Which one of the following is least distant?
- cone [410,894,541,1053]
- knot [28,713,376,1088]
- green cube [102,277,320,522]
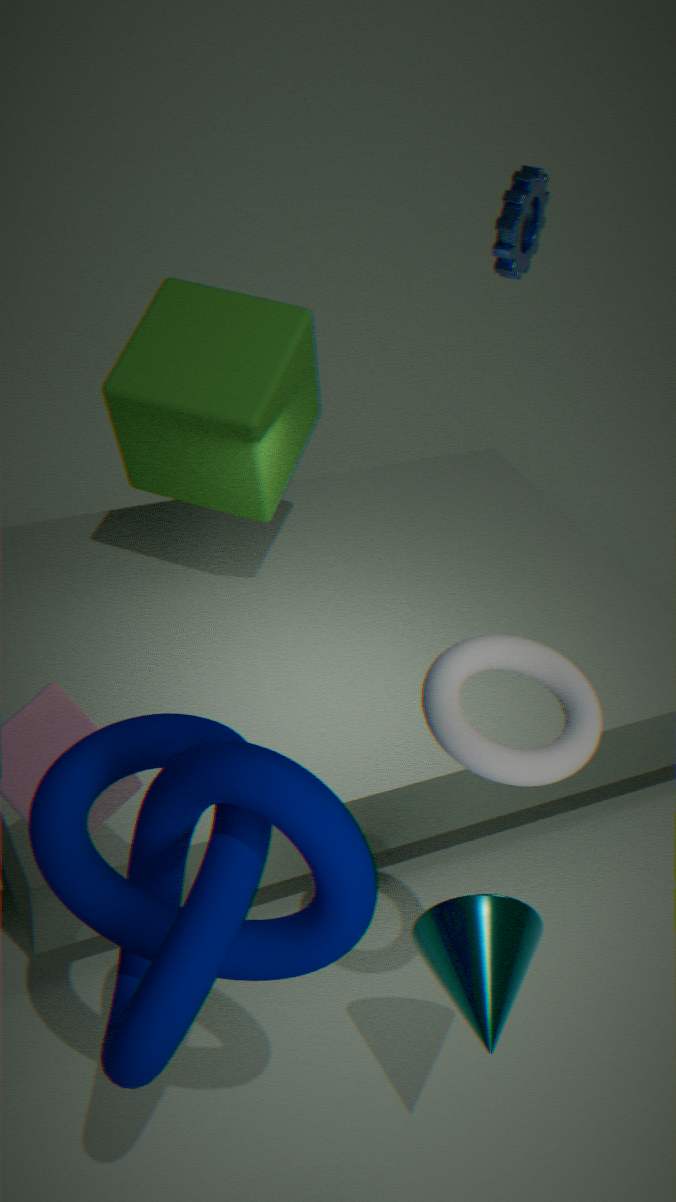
knot [28,713,376,1088]
